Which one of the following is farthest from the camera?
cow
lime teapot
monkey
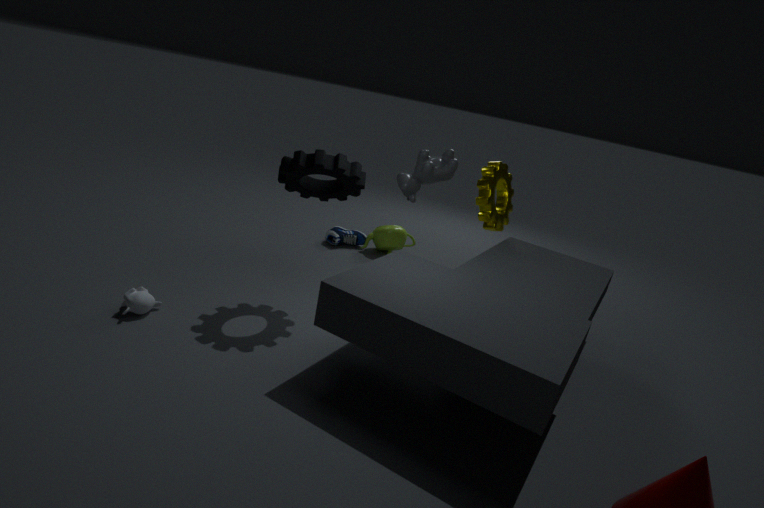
lime teapot
